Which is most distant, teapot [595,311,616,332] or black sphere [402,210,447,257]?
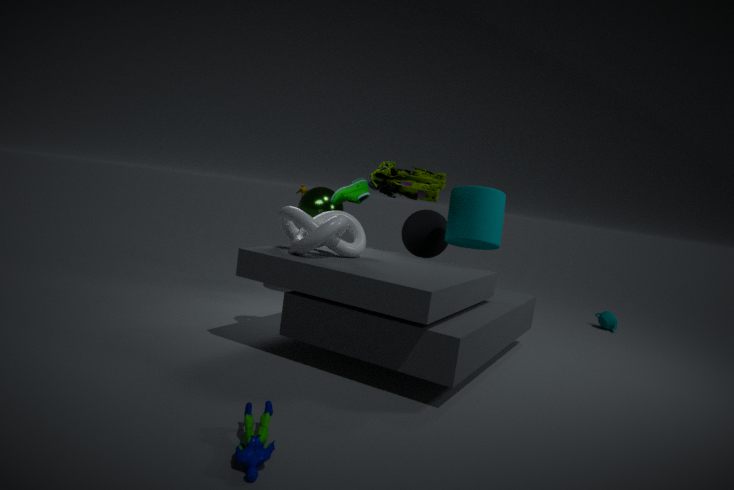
teapot [595,311,616,332]
